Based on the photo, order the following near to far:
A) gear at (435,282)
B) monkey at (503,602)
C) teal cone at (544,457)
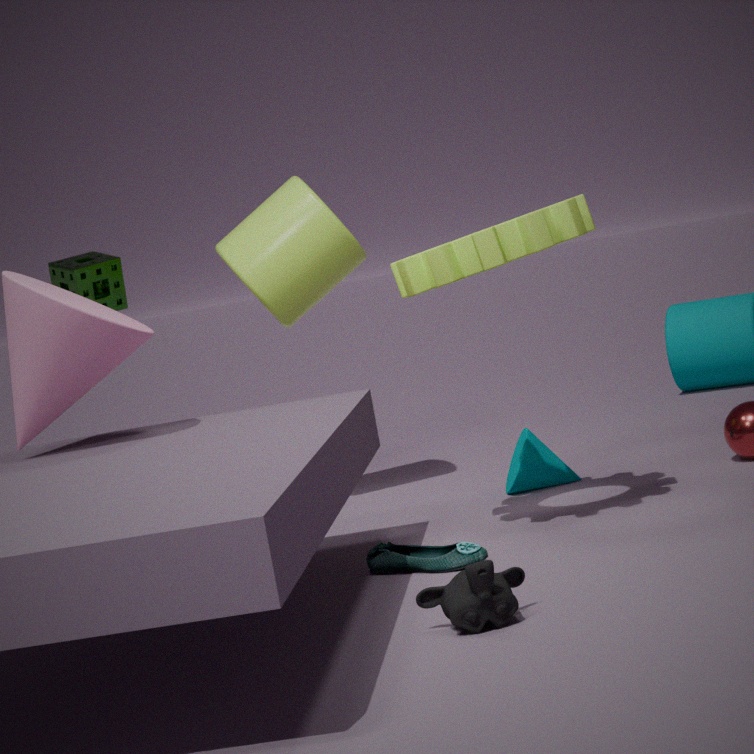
monkey at (503,602) < gear at (435,282) < teal cone at (544,457)
